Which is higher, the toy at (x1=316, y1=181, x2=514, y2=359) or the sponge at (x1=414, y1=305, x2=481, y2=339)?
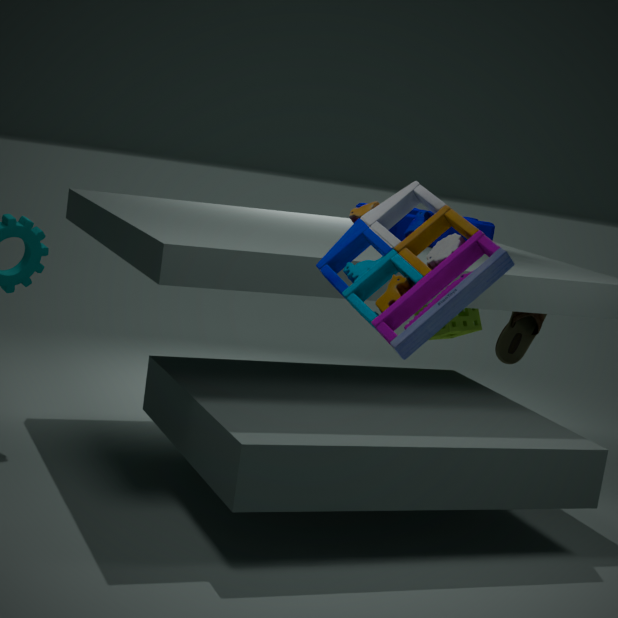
the toy at (x1=316, y1=181, x2=514, y2=359)
